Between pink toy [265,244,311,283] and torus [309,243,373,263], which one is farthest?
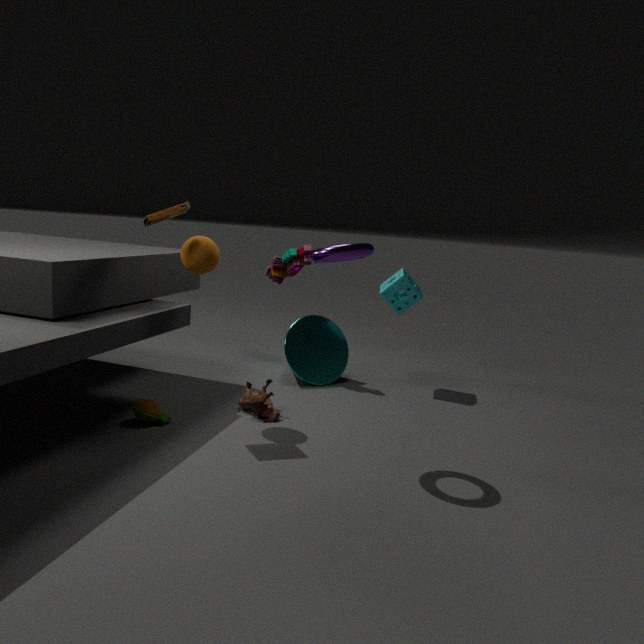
pink toy [265,244,311,283]
